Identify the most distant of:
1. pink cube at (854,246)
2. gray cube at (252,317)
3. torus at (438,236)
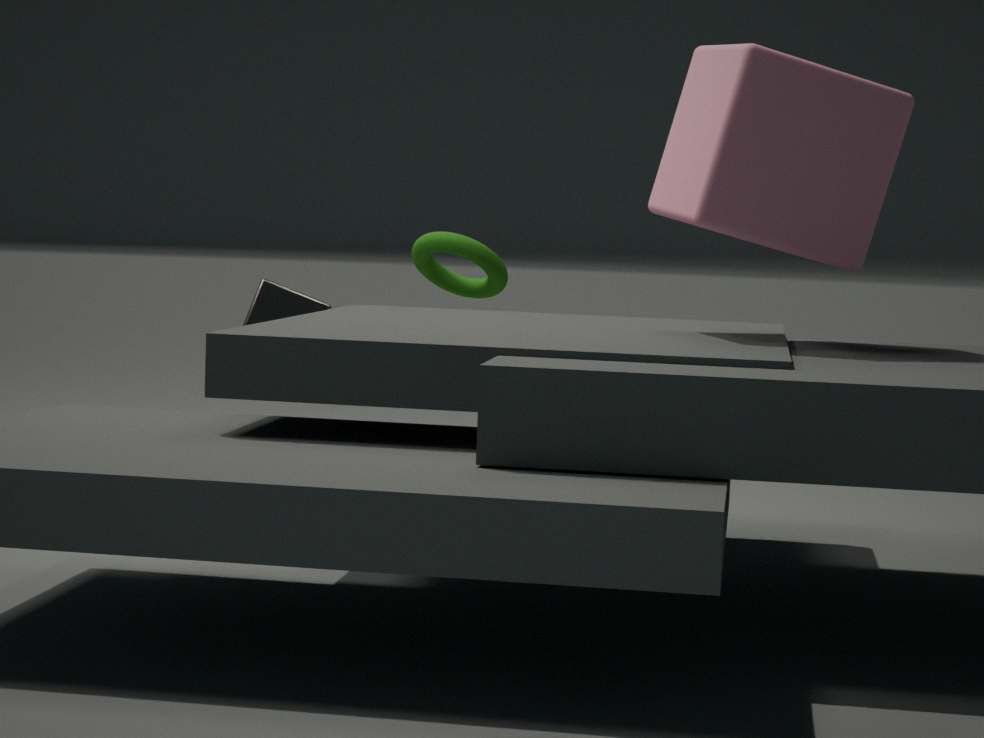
torus at (438,236)
